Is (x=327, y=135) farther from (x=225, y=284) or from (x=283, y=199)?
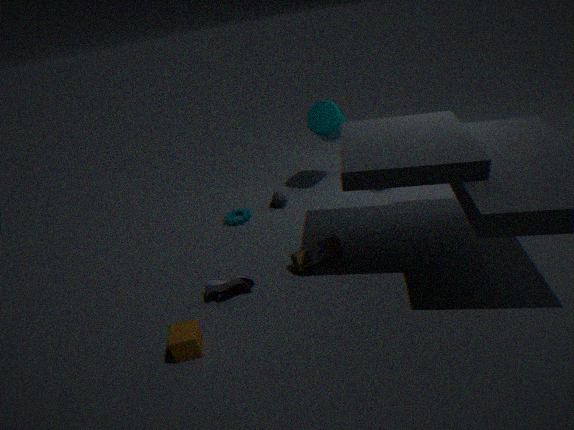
(x=225, y=284)
